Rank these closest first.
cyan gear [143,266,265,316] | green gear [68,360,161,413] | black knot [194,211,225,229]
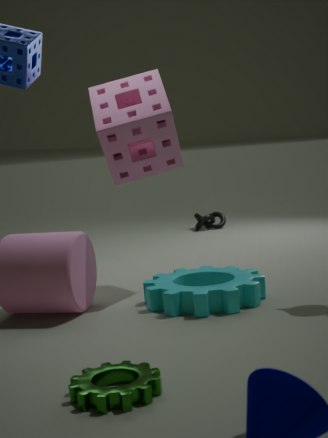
green gear [68,360,161,413], cyan gear [143,266,265,316], black knot [194,211,225,229]
